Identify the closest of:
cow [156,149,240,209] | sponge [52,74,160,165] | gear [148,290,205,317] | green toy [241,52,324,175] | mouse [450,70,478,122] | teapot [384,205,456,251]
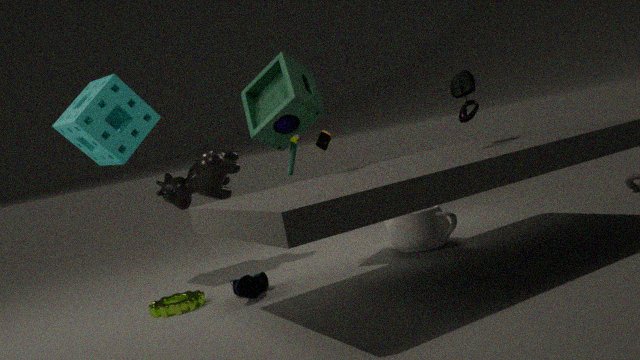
mouse [450,70,478,122]
